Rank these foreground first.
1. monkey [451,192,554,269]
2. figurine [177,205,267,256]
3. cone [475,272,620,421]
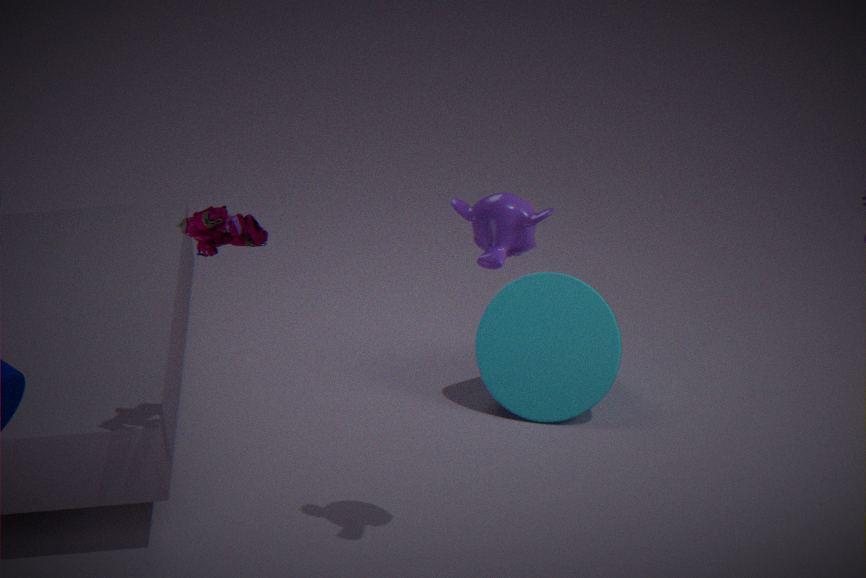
1. figurine [177,205,267,256]
2. monkey [451,192,554,269]
3. cone [475,272,620,421]
